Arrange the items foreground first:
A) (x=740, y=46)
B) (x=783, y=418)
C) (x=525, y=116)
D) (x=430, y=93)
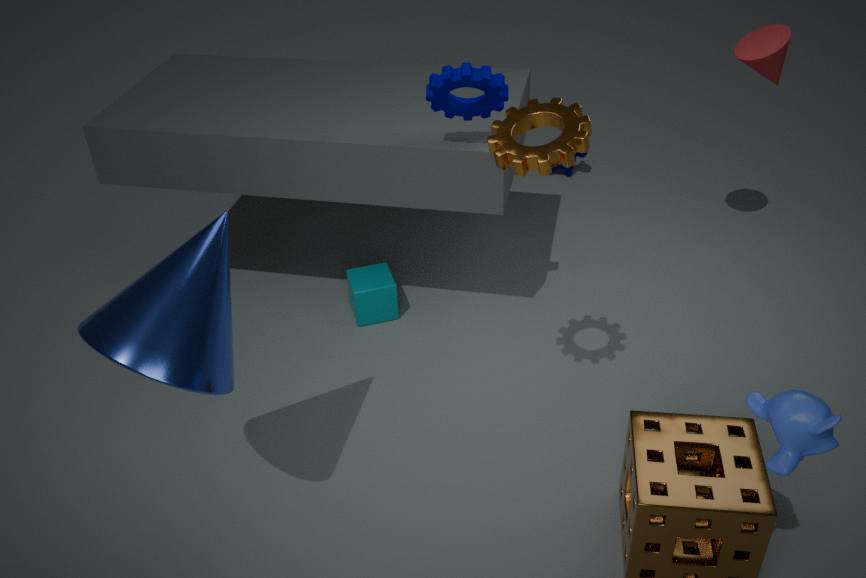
(x=783, y=418) → (x=525, y=116) → (x=430, y=93) → (x=740, y=46)
